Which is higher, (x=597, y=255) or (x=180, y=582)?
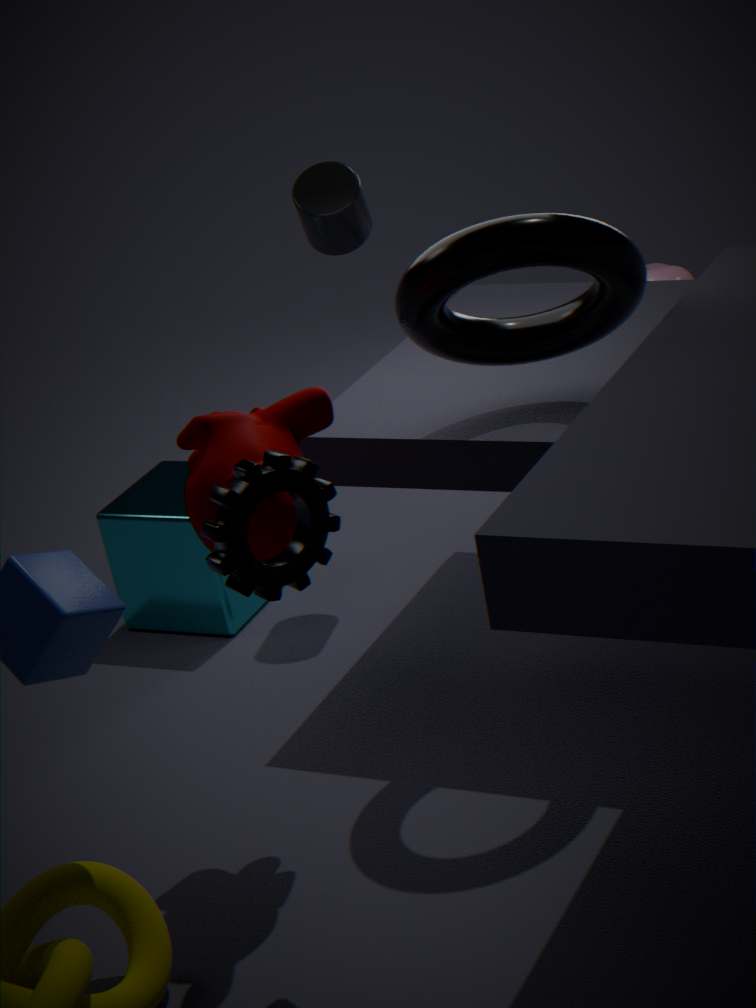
(x=597, y=255)
